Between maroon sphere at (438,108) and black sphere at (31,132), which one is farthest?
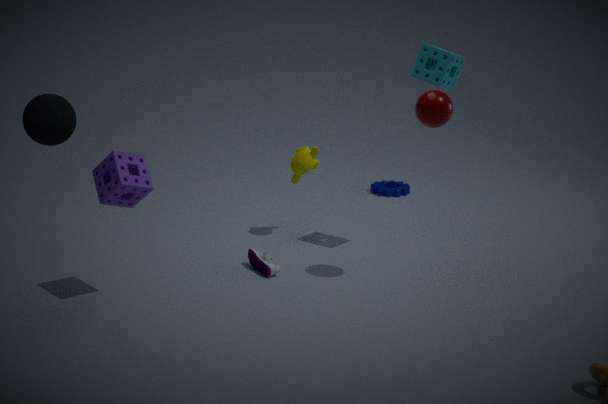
maroon sphere at (438,108)
